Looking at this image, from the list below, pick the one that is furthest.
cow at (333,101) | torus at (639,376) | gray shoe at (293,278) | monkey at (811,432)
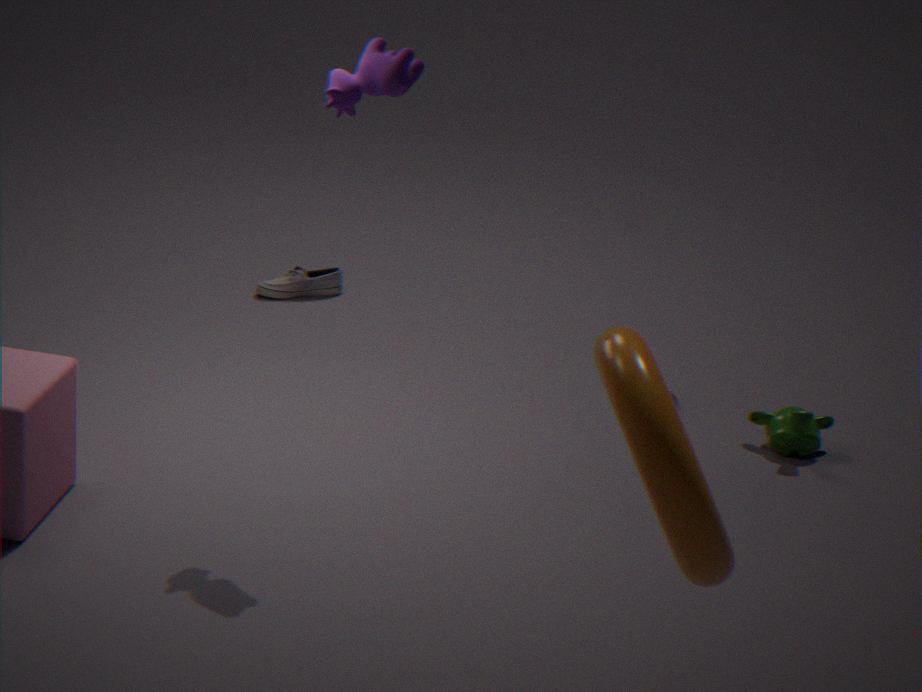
gray shoe at (293,278)
